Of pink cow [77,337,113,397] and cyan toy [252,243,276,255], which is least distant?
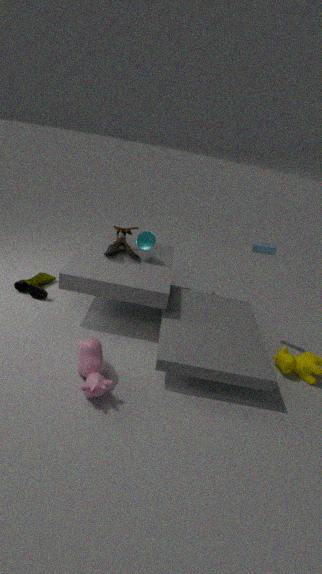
pink cow [77,337,113,397]
